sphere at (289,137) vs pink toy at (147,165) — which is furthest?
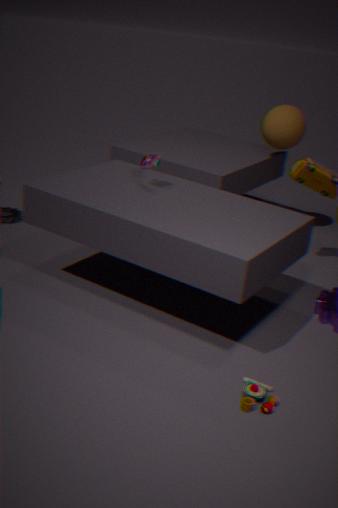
sphere at (289,137)
